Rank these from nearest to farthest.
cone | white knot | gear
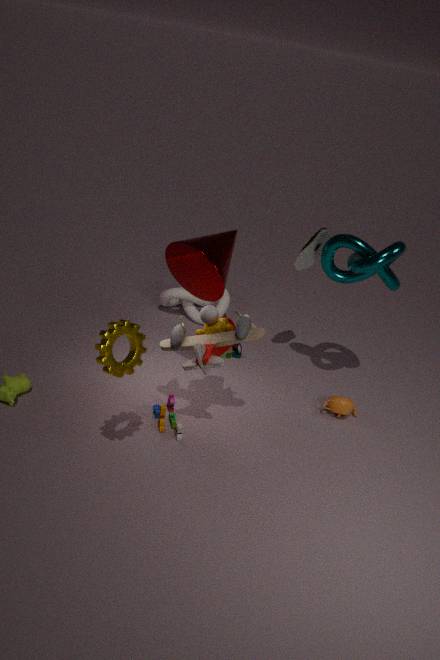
1. gear
2. cone
3. white knot
